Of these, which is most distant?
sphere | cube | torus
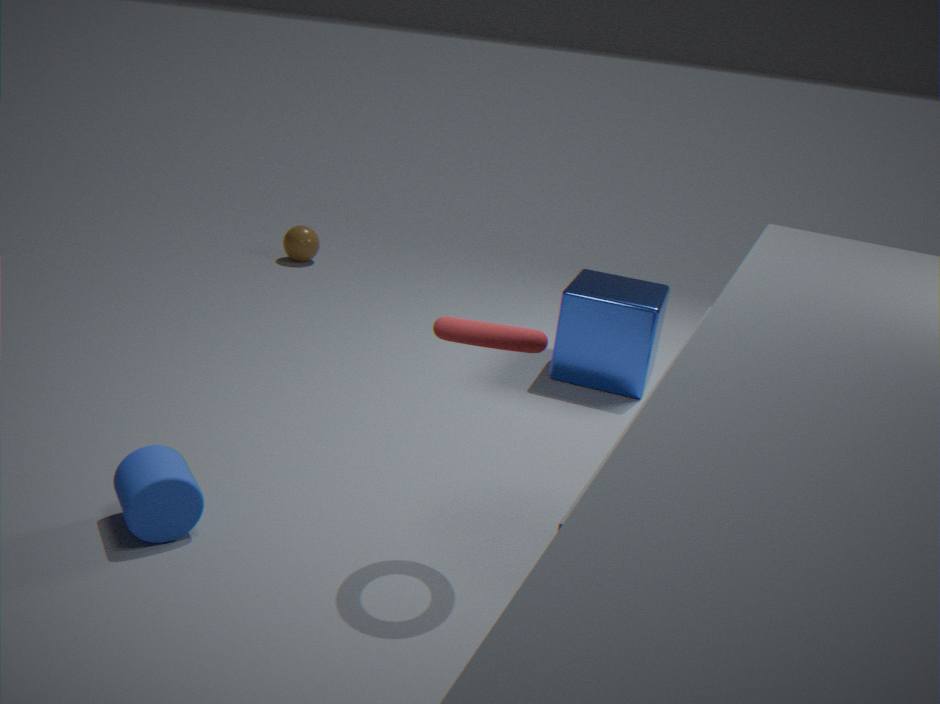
sphere
